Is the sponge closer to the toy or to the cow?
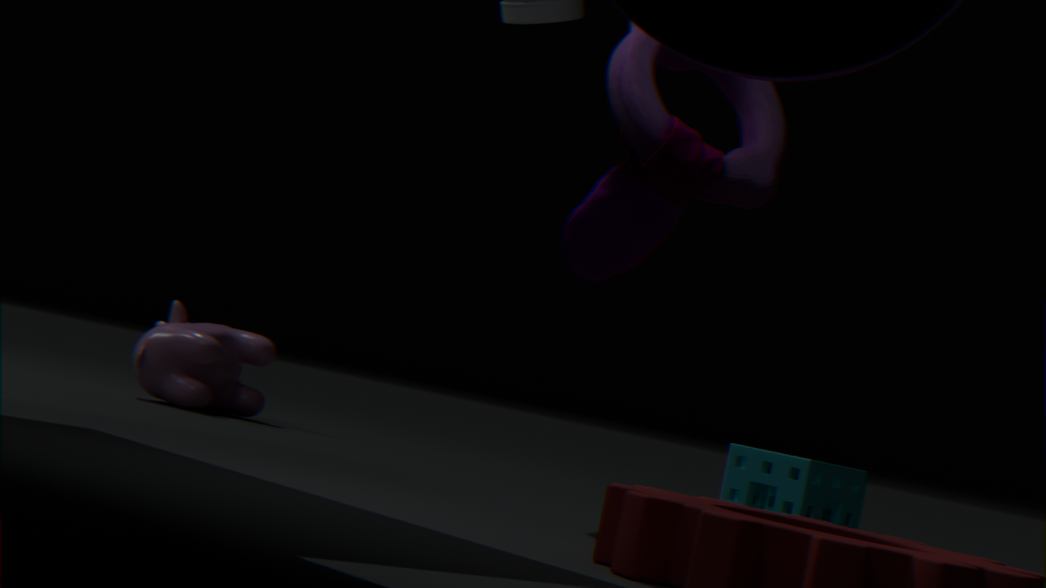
the toy
